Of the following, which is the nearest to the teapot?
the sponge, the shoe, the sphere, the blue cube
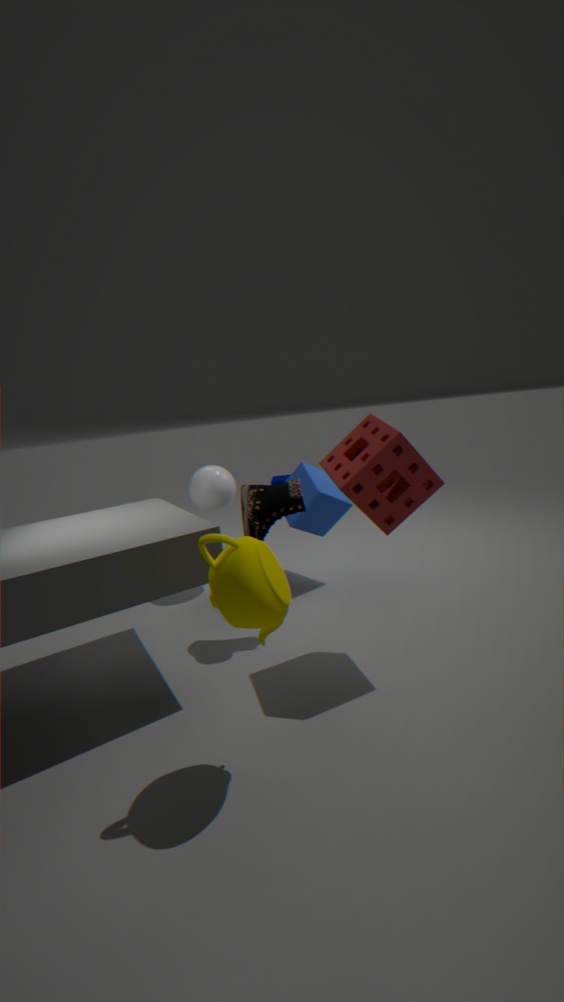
the sponge
